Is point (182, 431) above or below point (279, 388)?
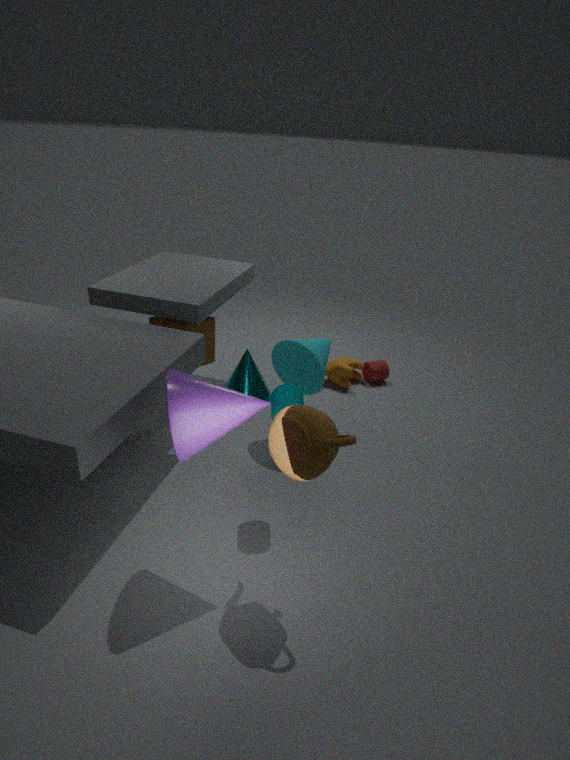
above
